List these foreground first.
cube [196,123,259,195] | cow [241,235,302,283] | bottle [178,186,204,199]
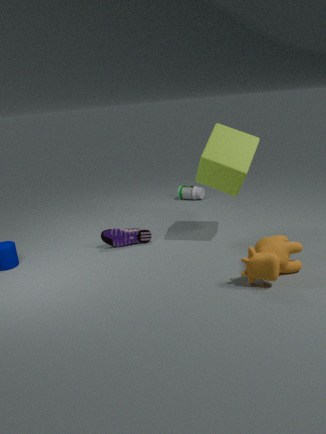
cow [241,235,302,283], cube [196,123,259,195], bottle [178,186,204,199]
